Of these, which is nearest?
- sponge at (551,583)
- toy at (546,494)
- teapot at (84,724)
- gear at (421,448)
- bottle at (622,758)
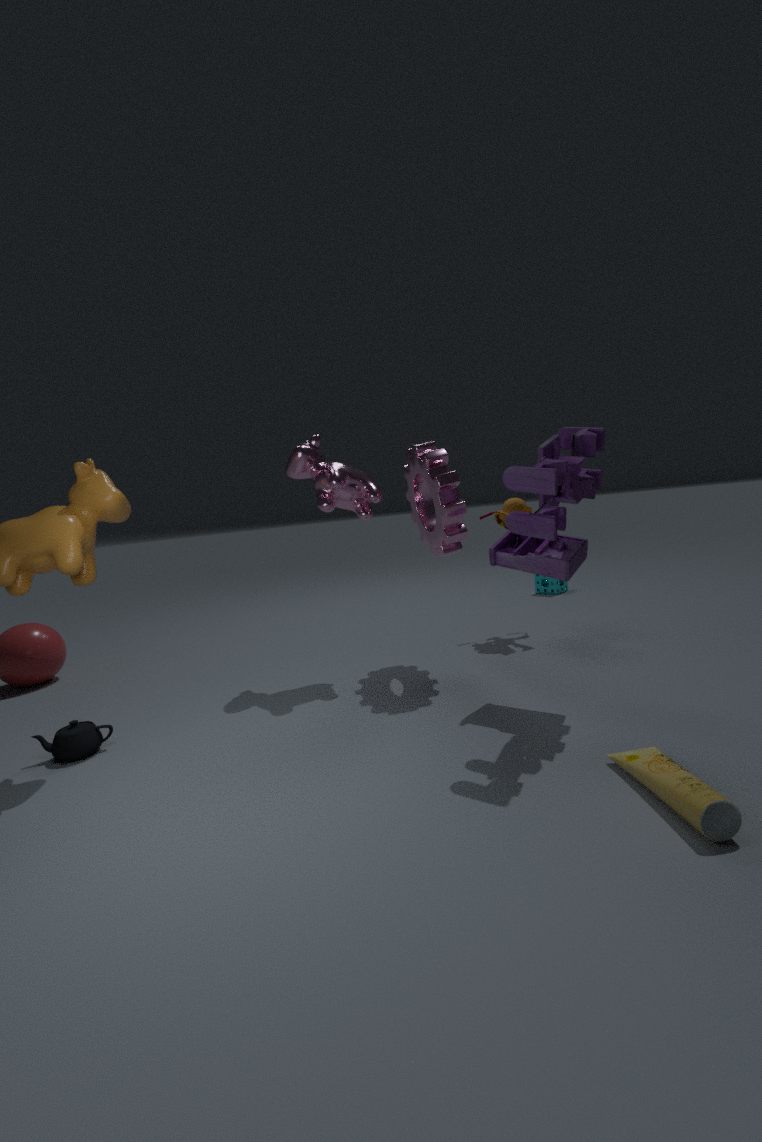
bottle at (622,758)
